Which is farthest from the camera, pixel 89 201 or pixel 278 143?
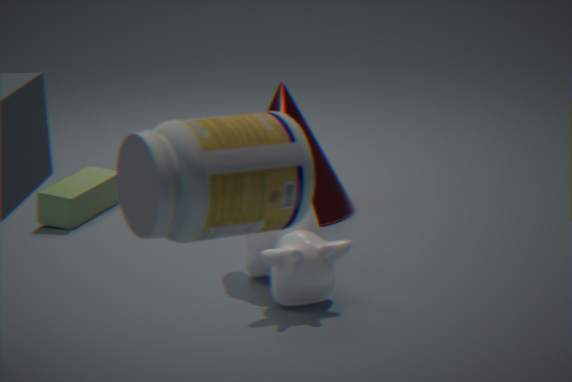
pixel 89 201
